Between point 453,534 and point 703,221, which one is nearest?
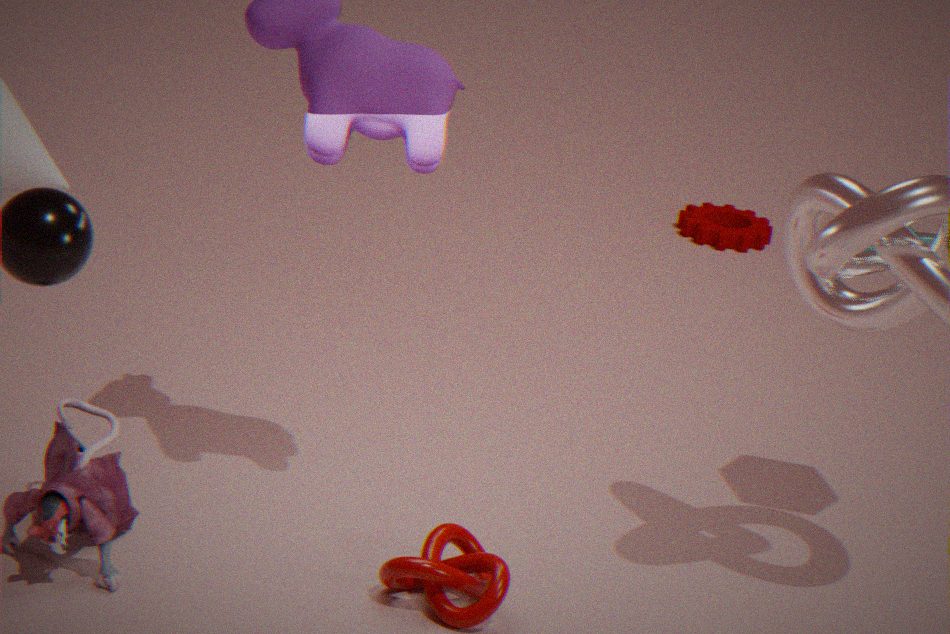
point 453,534
